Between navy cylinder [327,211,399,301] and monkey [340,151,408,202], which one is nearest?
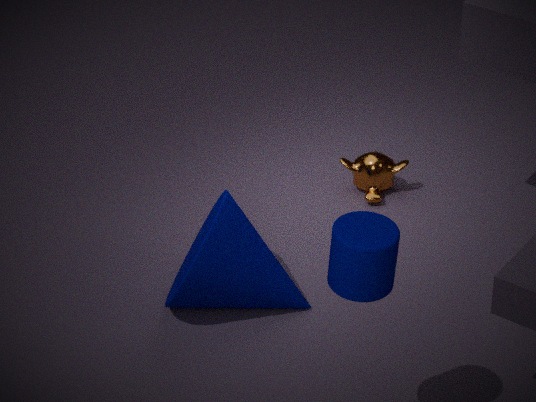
navy cylinder [327,211,399,301]
